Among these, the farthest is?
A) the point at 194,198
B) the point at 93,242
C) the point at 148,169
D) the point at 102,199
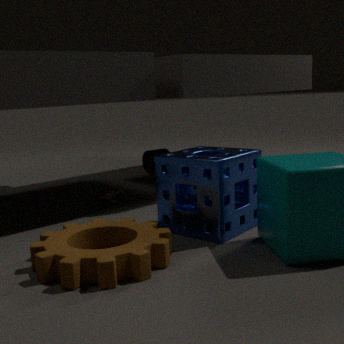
C. the point at 148,169
